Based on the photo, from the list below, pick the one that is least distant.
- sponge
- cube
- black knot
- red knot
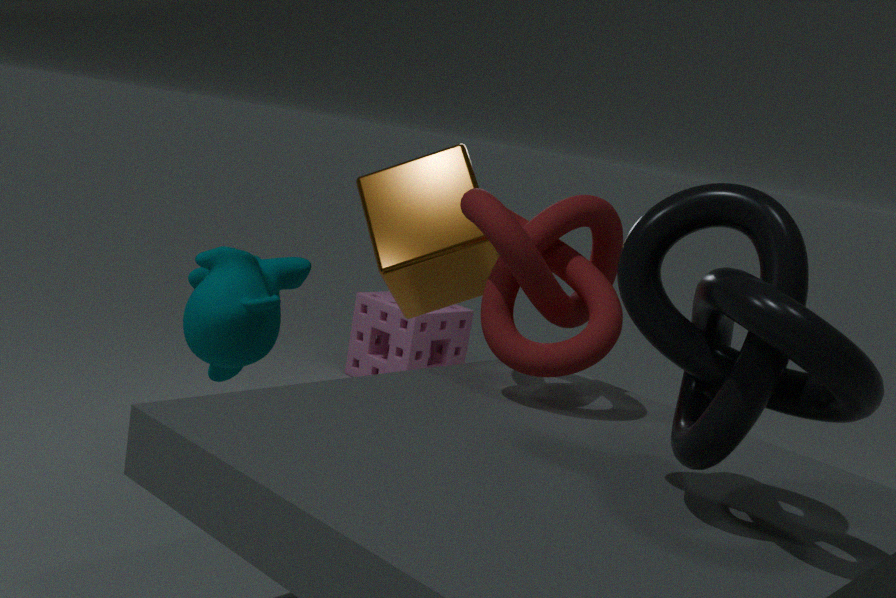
black knot
